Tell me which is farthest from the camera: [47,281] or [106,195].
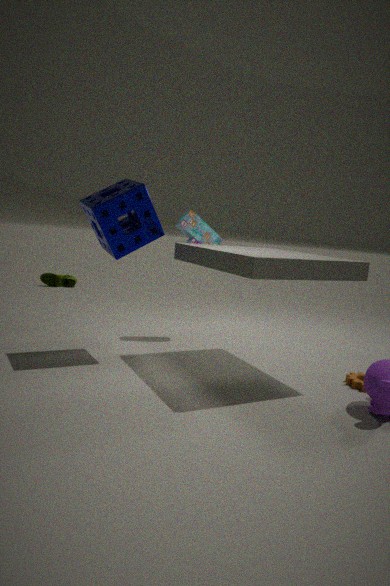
[47,281]
